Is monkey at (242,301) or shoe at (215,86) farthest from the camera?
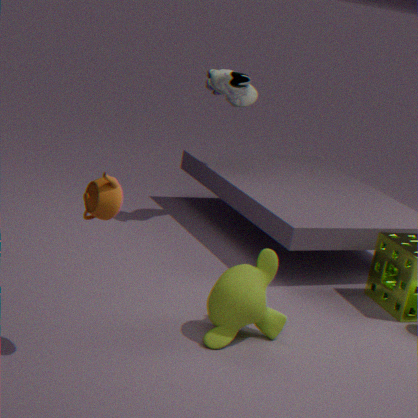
shoe at (215,86)
